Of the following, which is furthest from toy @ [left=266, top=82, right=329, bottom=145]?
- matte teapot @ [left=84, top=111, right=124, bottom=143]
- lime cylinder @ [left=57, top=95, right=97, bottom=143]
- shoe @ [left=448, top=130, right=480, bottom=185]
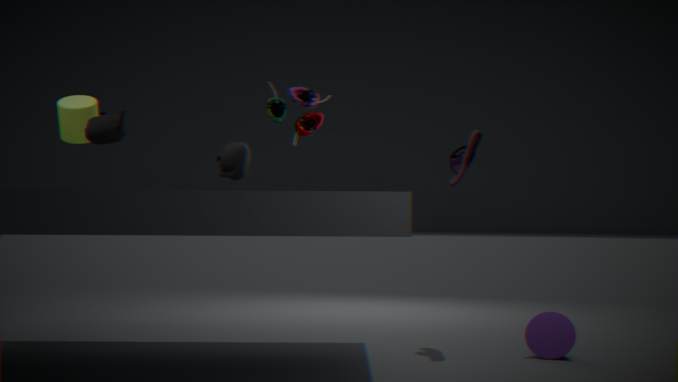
lime cylinder @ [left=57, top=95, right=97, bottom=143]
